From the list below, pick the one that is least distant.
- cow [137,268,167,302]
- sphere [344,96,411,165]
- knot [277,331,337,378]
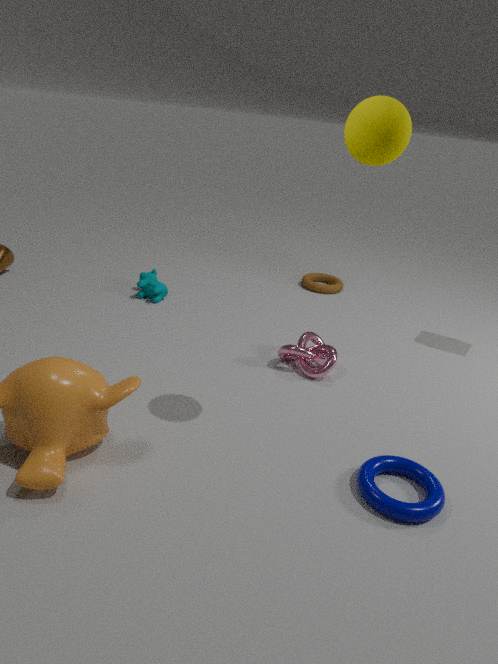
sphere [344,96,411,165]
